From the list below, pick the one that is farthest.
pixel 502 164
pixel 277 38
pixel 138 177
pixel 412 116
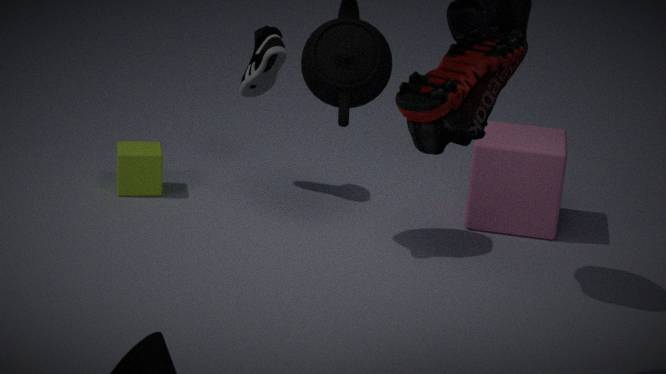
pixel 138 177
